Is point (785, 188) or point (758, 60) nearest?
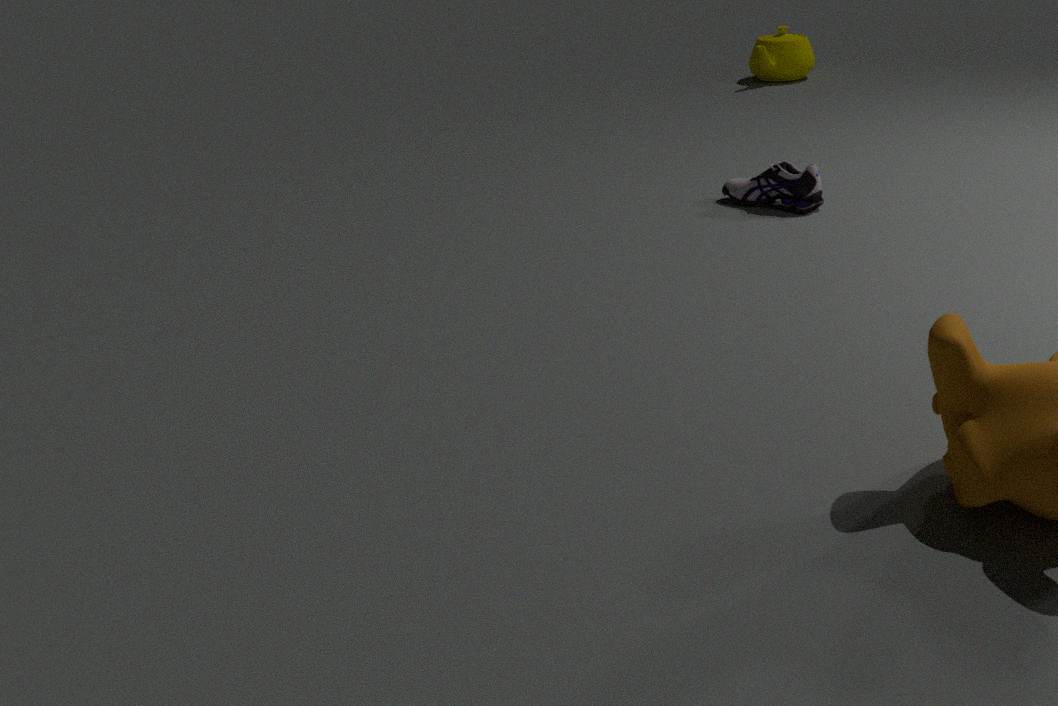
point (785, 188)
